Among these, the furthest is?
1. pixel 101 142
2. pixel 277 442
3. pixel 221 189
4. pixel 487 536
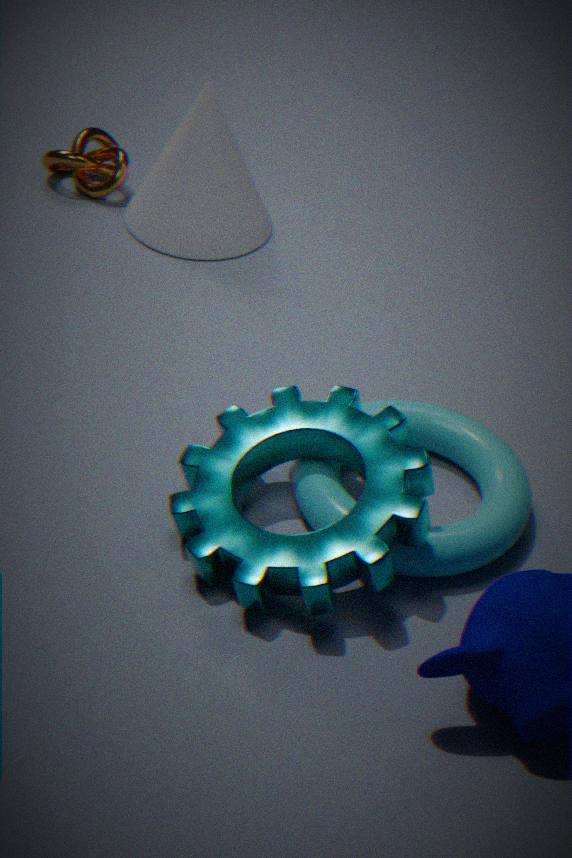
pixel 101 142
